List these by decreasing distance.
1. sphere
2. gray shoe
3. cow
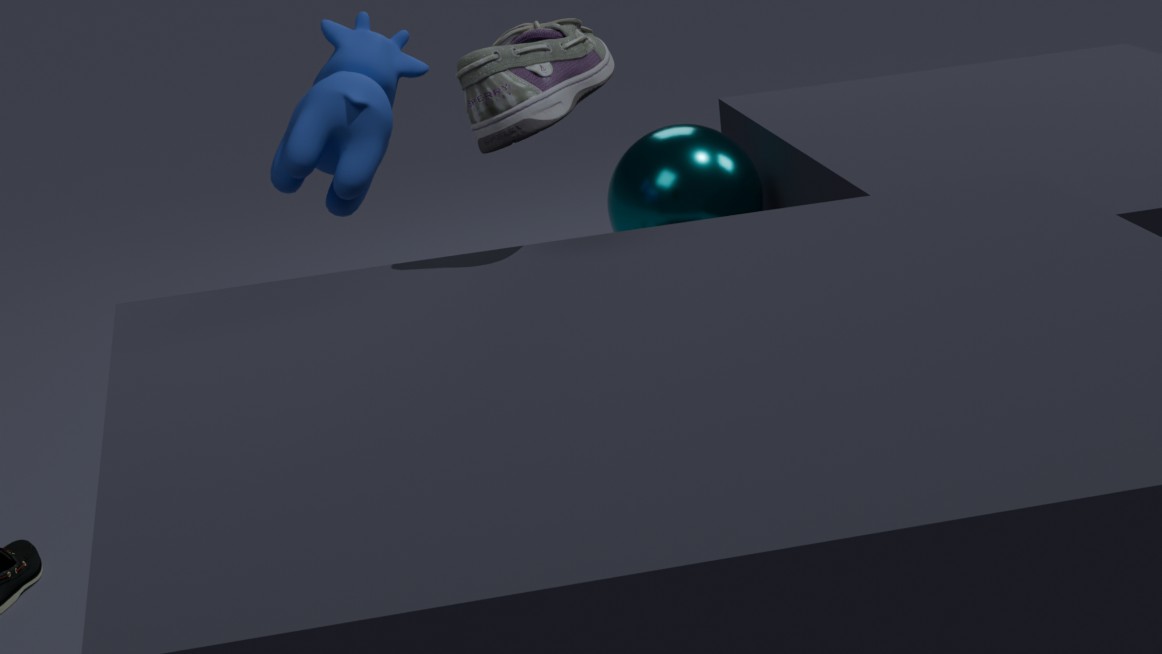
sphere, cow, gray shoe
